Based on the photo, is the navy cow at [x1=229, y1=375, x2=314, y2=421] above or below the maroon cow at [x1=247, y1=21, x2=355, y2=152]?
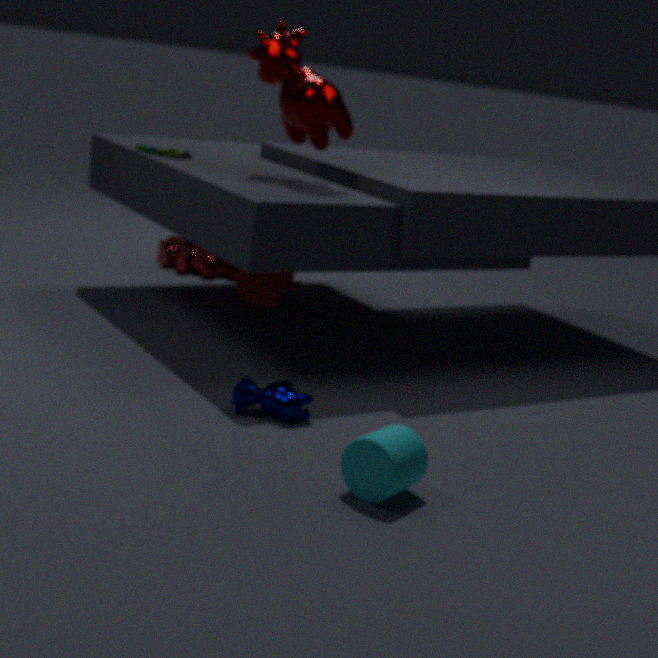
below
